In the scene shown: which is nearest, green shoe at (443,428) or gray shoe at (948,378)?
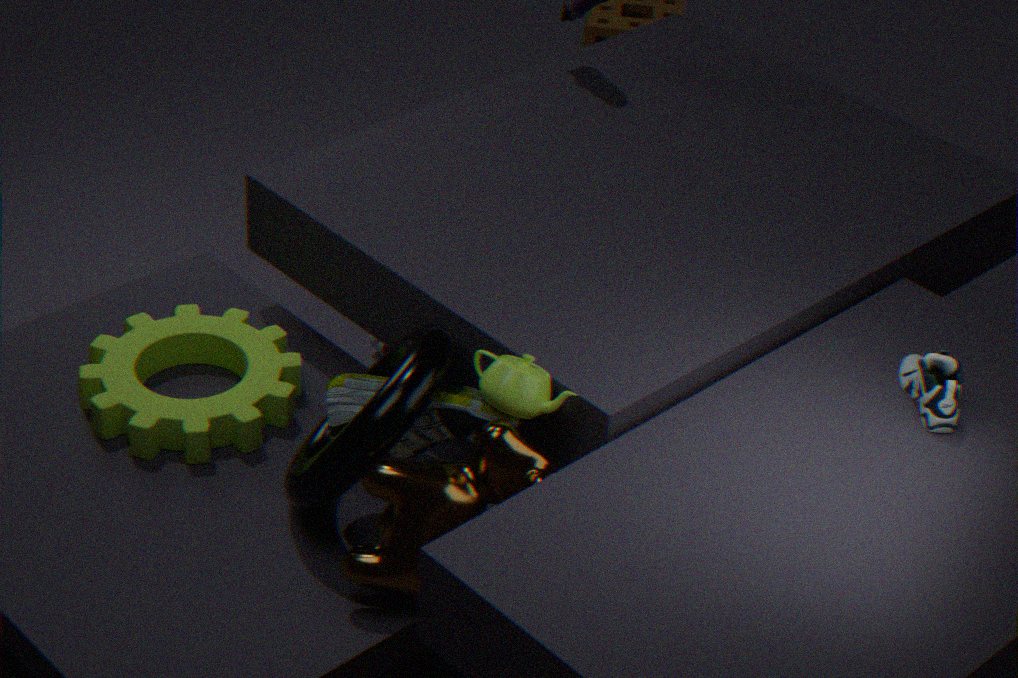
gray shoe at (948,378)
